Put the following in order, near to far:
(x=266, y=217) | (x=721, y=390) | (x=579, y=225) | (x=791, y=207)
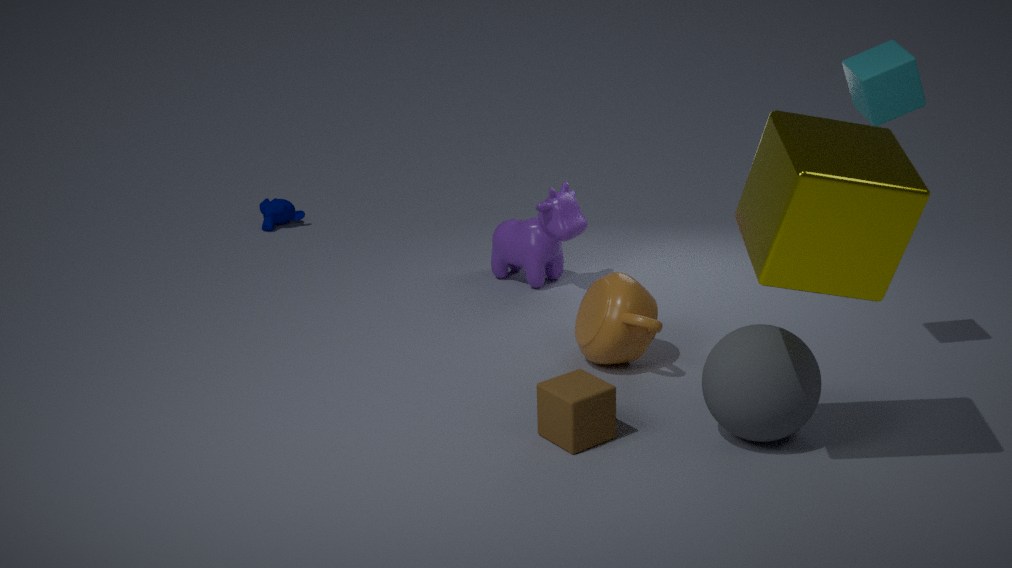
(x=791, y=207), (x=721, y=390), (x=579, y=225), (x=266, y=217)
